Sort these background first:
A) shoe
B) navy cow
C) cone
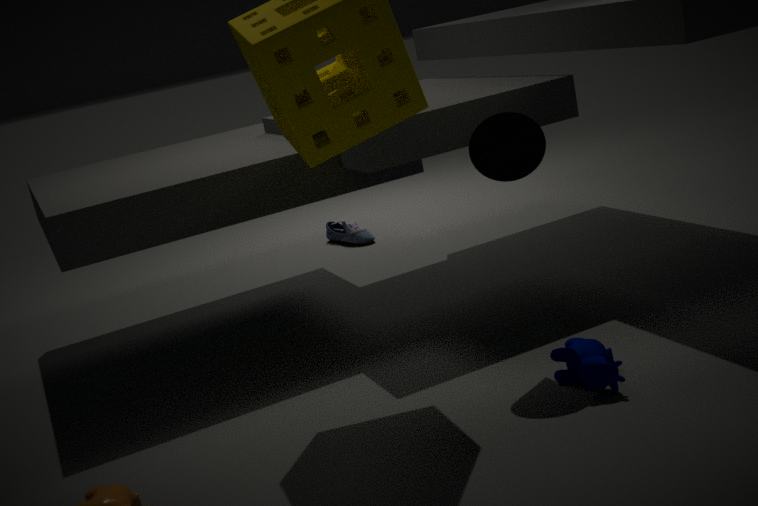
shoe < cone < navy cow
